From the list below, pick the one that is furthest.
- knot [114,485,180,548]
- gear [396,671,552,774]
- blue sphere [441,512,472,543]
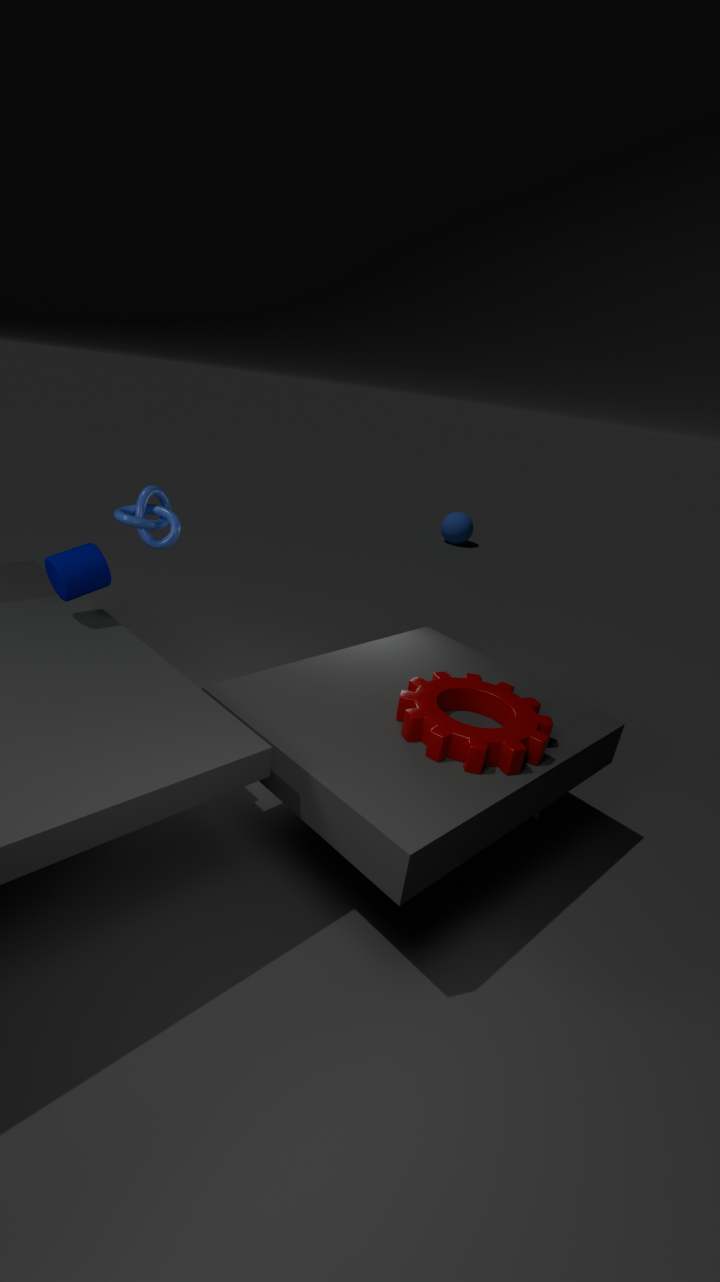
blue sphere [441,512,472,543]
